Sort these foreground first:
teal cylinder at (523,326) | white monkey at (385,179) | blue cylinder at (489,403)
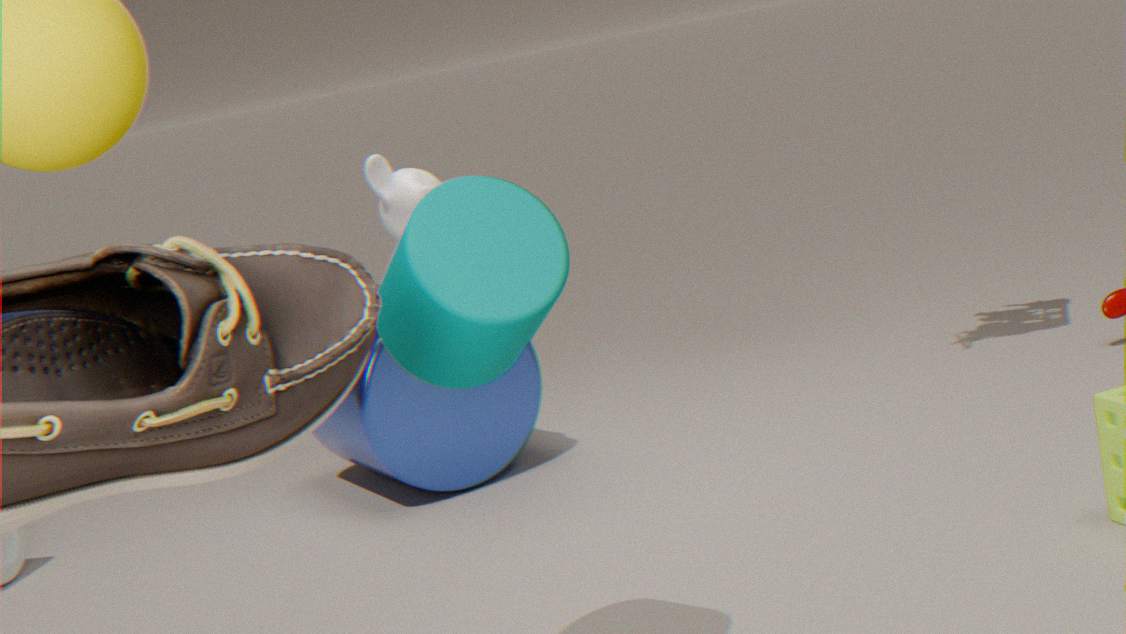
teal cylinder at (523,326) < white monkey at (385,179) < blue cylinder at (489,403)
